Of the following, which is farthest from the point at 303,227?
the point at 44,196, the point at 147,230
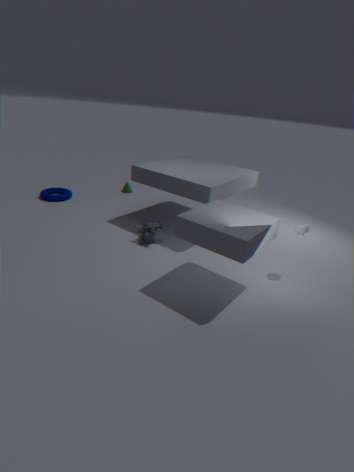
the point at 44,196
